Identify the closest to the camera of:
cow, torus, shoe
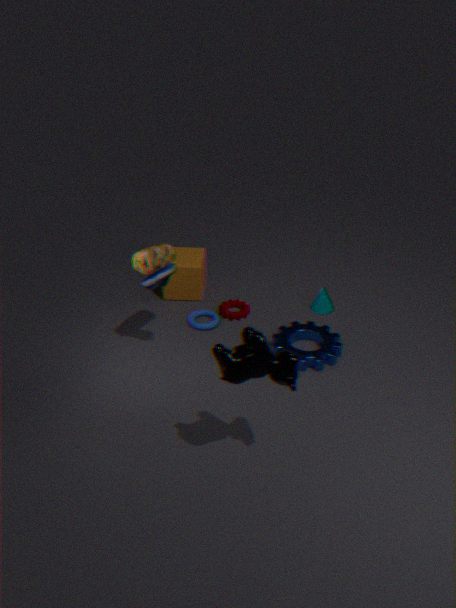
cow
